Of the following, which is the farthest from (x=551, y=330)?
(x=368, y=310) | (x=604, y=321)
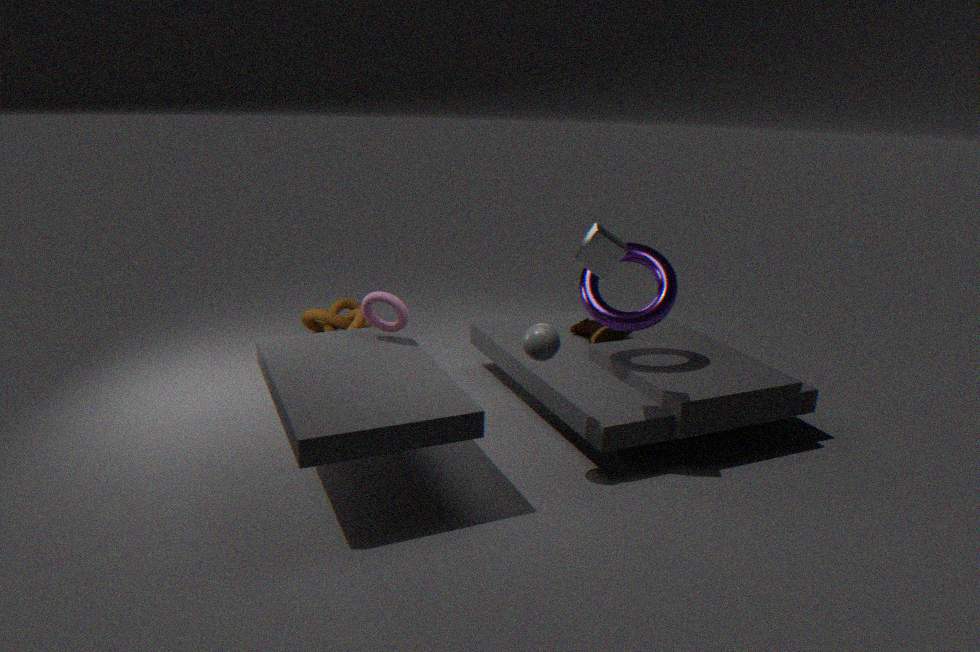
→ (x=368, y=310)
